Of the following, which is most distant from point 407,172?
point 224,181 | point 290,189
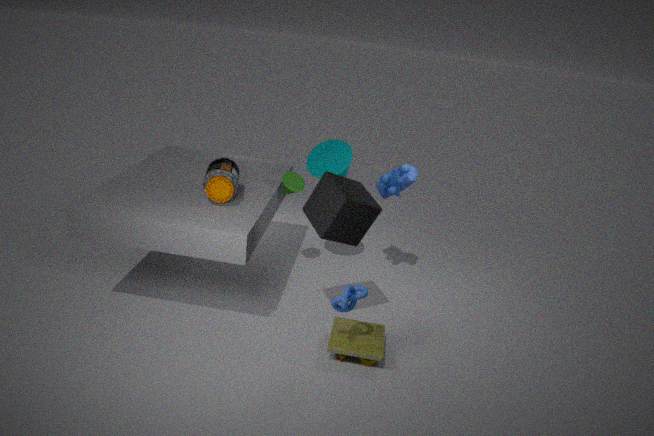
point 224,181
